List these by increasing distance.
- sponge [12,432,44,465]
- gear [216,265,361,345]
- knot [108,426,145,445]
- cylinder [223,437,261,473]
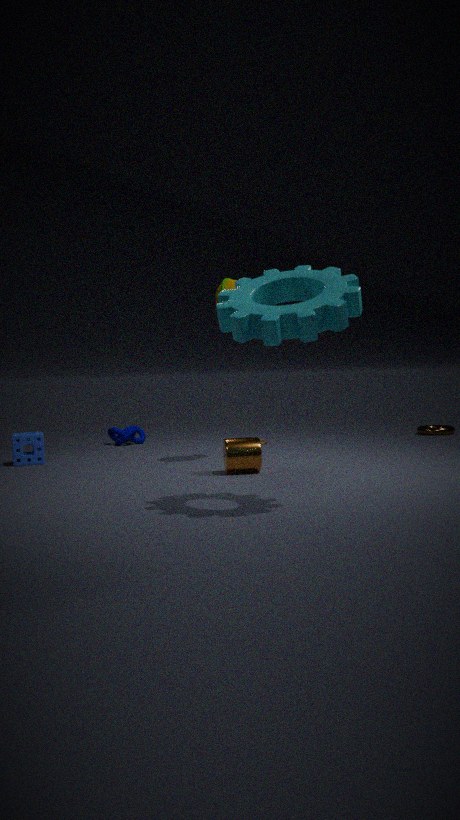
gear [216,265,361,345], cylinder [223,437,261,473], sponge [12,432,44,465], knot [108,426,145,445]
